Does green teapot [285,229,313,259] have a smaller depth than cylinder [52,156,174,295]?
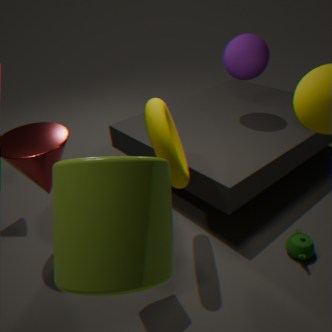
No
